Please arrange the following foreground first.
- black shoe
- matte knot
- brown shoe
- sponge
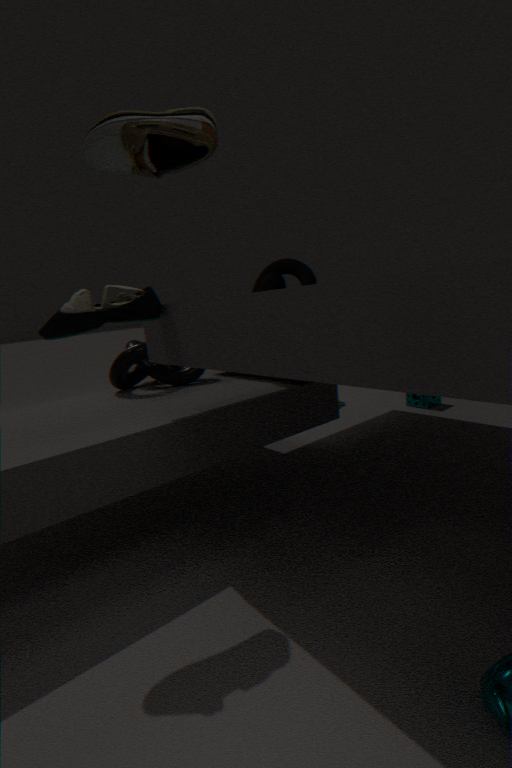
brown shoe, black shoe, matte knot, sponge
